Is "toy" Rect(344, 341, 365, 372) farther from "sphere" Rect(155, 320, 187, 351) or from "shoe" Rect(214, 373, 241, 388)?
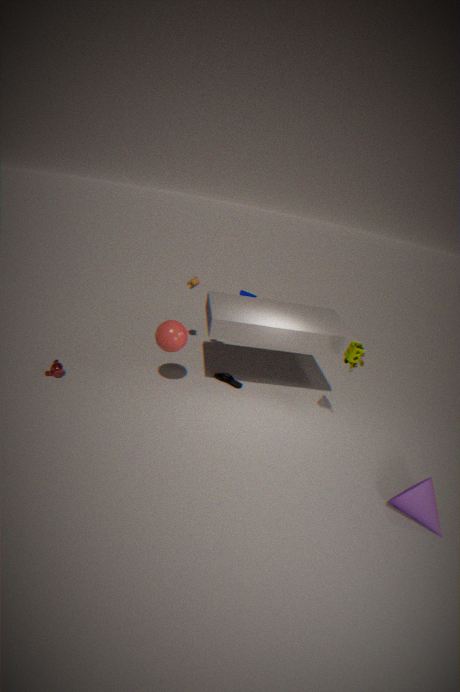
"sphere" Rect(155, 320, 187, 351)
